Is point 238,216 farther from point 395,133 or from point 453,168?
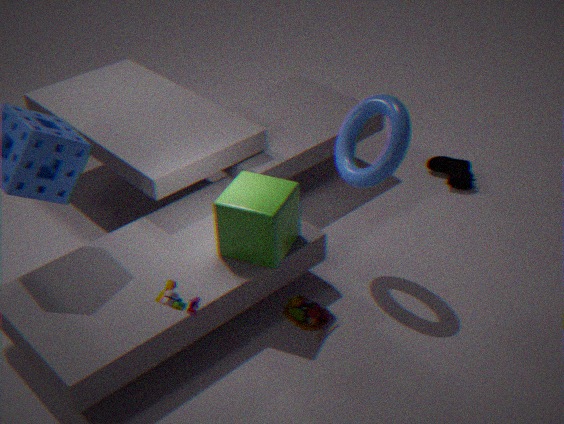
point 453,168
